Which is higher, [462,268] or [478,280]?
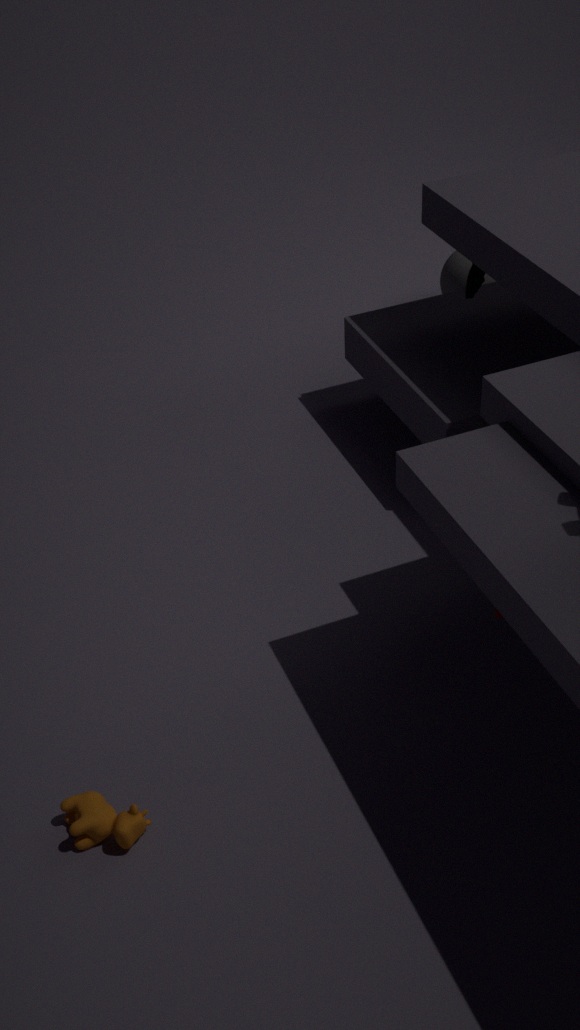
[478,280]
